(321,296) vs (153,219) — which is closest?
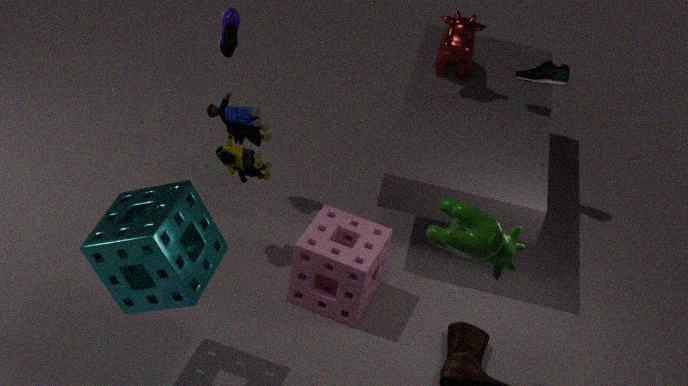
(153,219)
